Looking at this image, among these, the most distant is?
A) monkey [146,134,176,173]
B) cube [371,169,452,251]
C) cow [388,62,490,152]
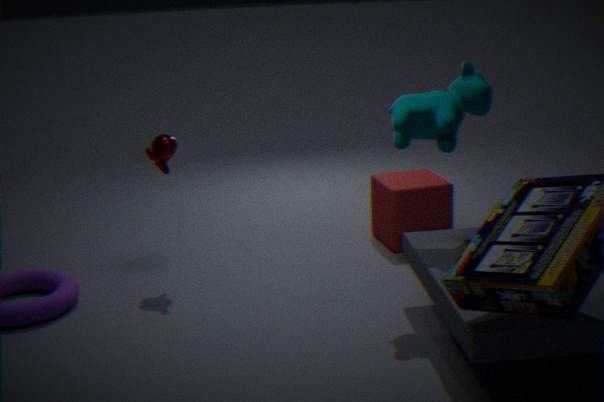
cube [371,169,452,251]
